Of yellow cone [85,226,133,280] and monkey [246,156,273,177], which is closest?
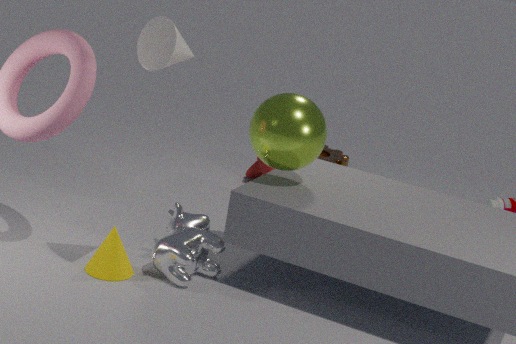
yellow cone [85,226,133,280]
